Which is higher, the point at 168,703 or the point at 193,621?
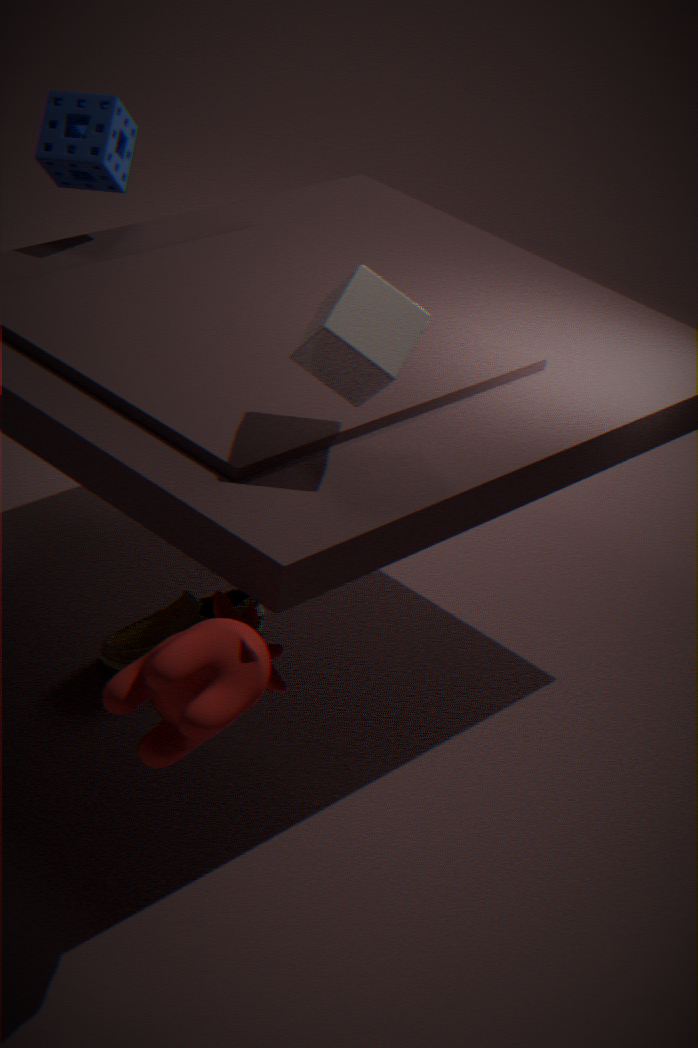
the point at 168,703
